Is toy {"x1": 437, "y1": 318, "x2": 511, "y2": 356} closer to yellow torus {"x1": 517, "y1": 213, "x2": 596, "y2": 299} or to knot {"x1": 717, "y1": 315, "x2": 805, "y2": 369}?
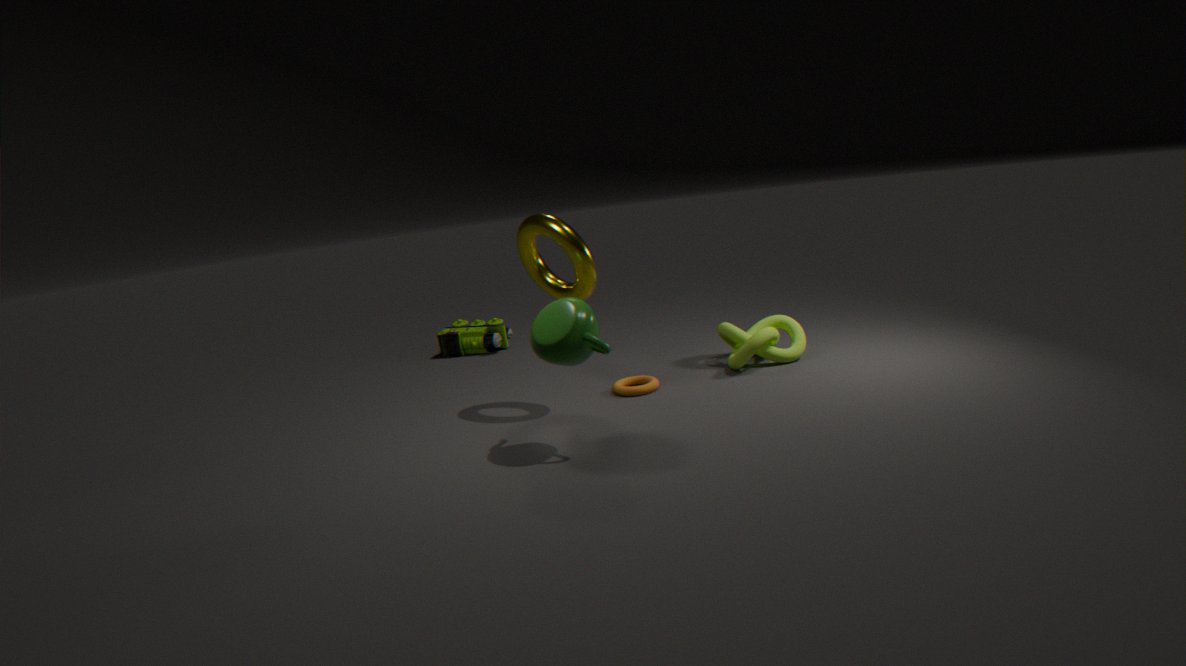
yellow torus {"x1": 517, "y1": 213, "x2": 596, "y2": 299}
